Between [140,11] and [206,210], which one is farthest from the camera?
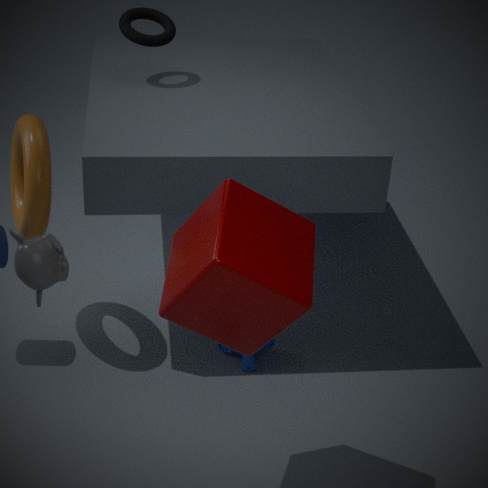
[140,11]
